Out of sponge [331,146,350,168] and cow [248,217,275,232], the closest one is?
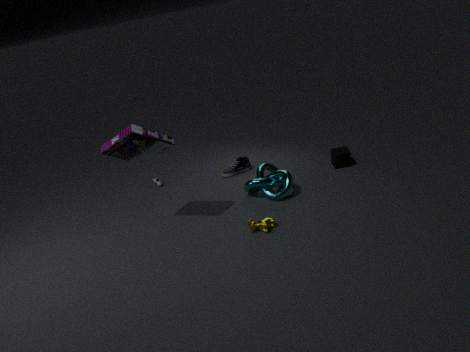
cow [248,217,275,232]
